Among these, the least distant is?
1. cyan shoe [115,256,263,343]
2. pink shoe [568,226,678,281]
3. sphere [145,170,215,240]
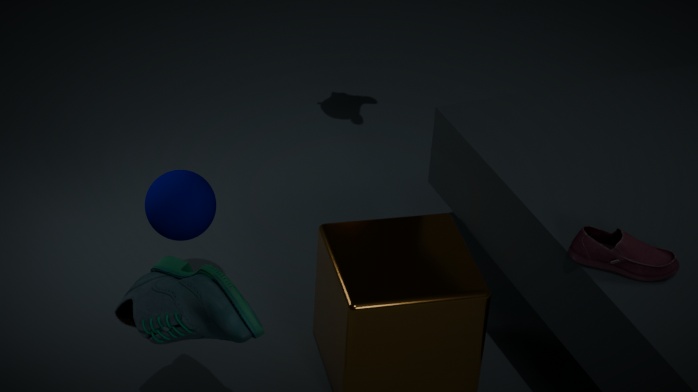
cyan shoe [115,256,263,343]
